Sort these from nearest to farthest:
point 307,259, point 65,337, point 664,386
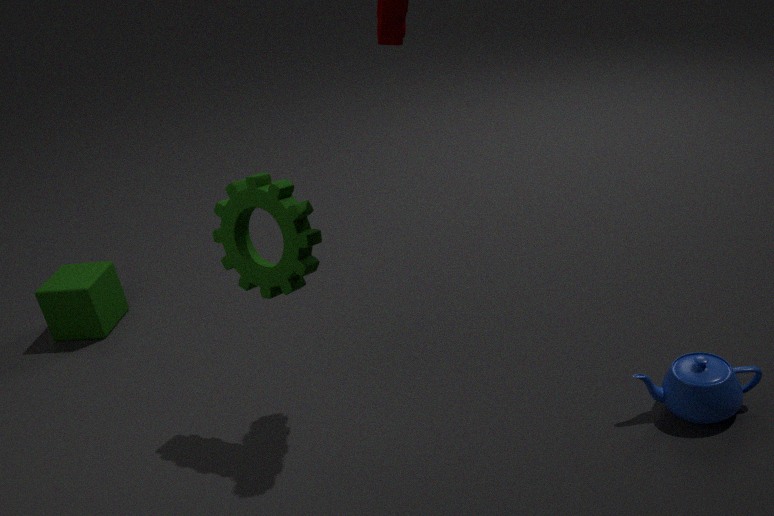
point 307,259, point 664,386, point 65,337
